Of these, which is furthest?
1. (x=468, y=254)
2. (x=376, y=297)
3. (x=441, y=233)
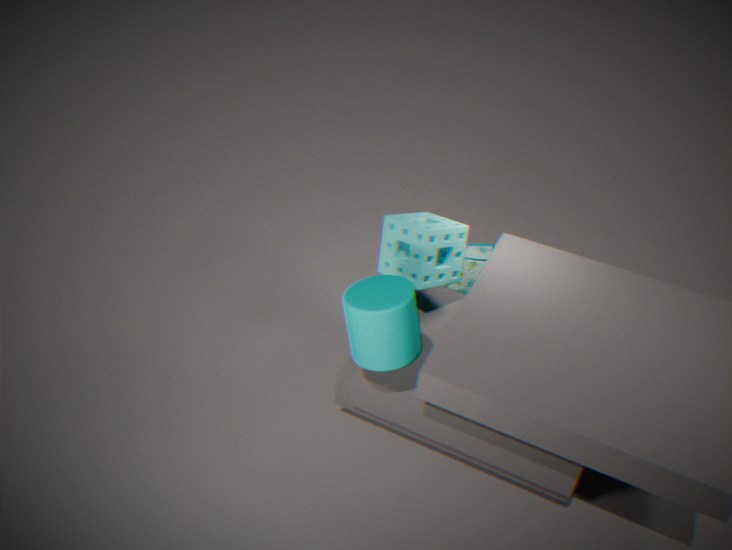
(x=468, y=254)
